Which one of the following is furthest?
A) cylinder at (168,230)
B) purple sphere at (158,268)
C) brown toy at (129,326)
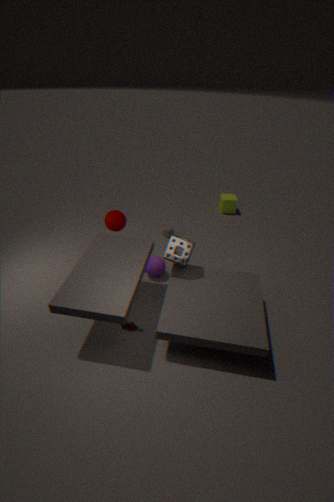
cylinder at (168,230)
